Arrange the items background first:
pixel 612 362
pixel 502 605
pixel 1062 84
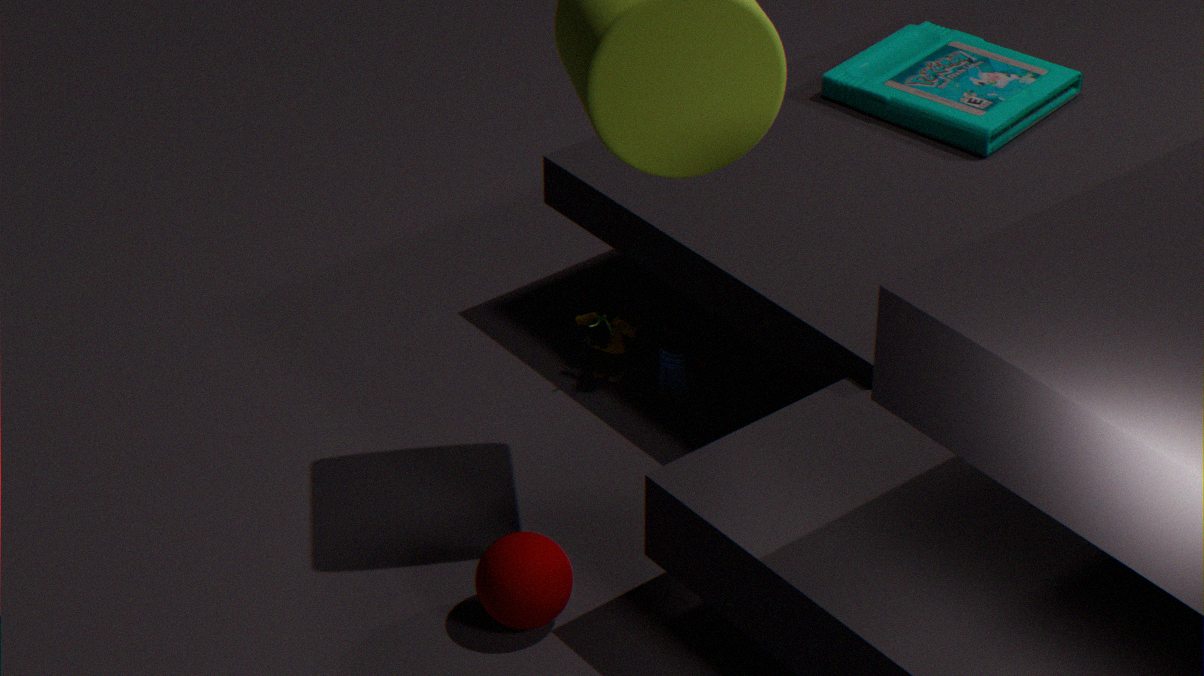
pixel 1062 84 < pixel 612 362 < pixel 502 605
